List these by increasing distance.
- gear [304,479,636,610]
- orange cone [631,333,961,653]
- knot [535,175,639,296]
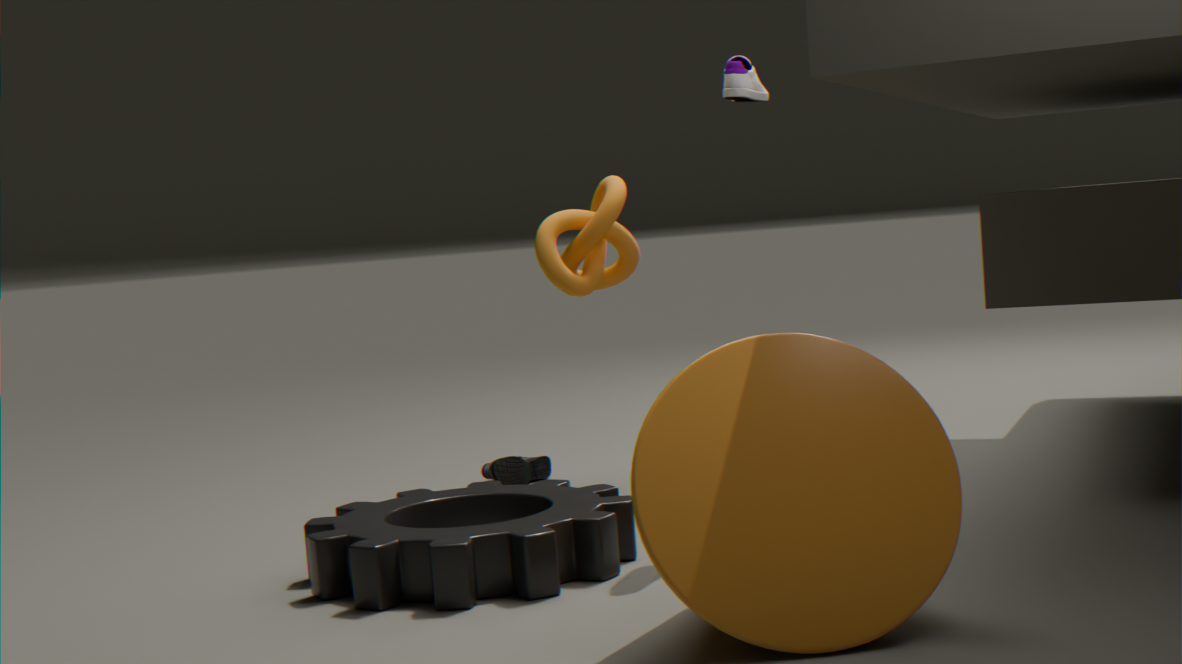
orange cone [631,333,961,653]
gear [304,479,636,610]
knot [535,175,639,296]
